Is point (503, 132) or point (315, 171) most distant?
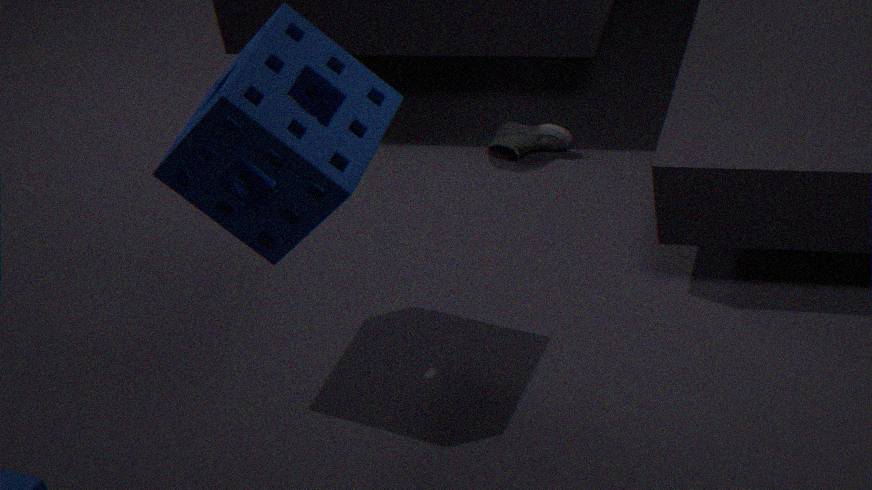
point (503, 132)
